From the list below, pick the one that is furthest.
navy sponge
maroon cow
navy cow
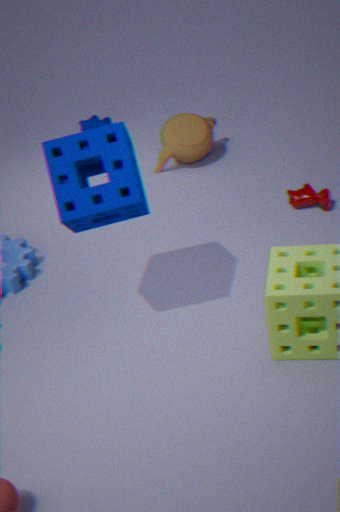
navy cow
